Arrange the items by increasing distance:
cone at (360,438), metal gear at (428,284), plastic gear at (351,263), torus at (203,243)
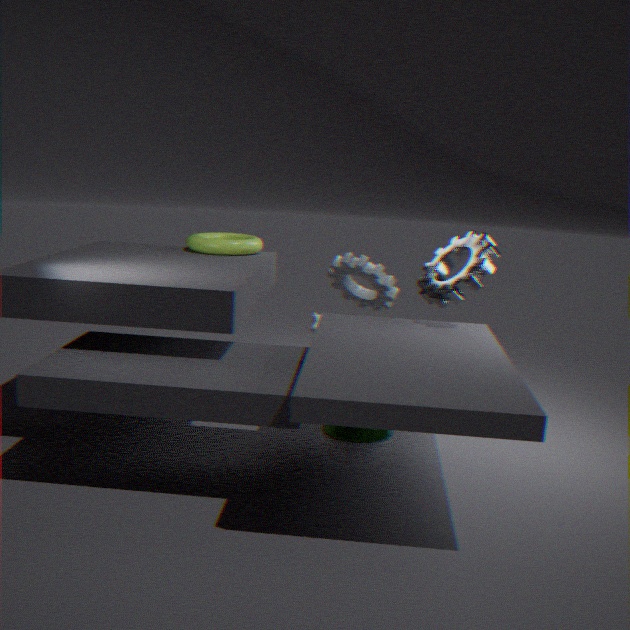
Result: metal gear at (428,284) < cone at (360,438) < torus at (203,243) < plastic gear at (351,263)
